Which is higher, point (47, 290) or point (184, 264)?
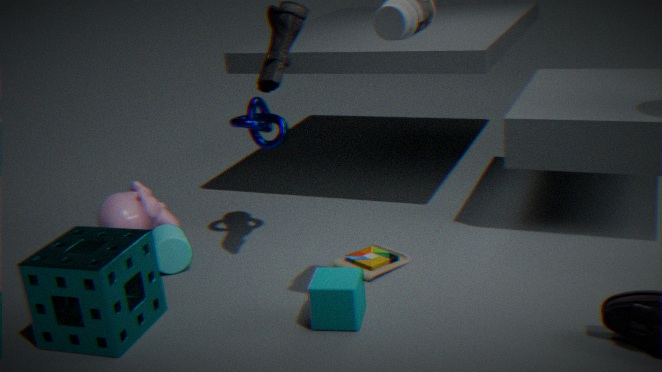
point (47, 290)
